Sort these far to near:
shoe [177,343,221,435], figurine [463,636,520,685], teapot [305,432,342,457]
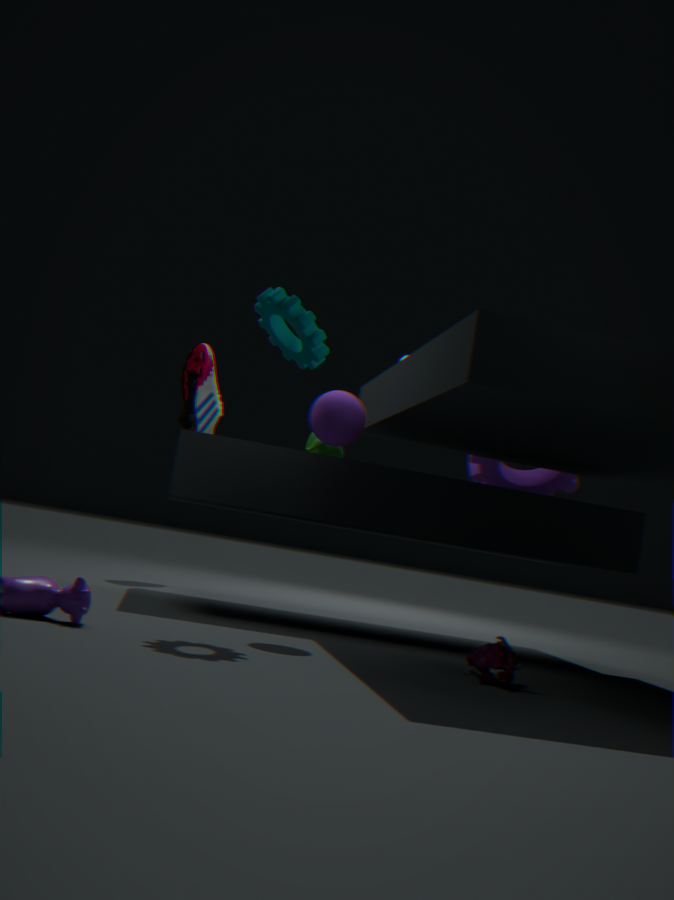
1. shoe [177,343,221,435]
2. teapot [305,432,342,457]
3. figurine [463,636,520,685]
